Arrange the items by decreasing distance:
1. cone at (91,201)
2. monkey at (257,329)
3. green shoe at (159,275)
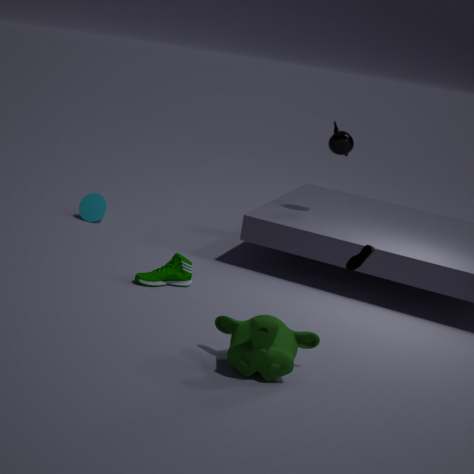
cone at (91,201) → green shoe at (159,275) → monkey at (257,329)
